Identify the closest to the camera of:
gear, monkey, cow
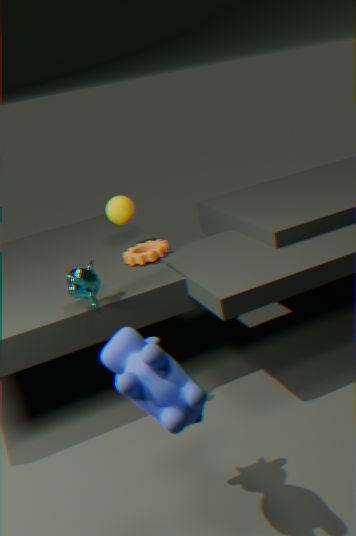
cow
